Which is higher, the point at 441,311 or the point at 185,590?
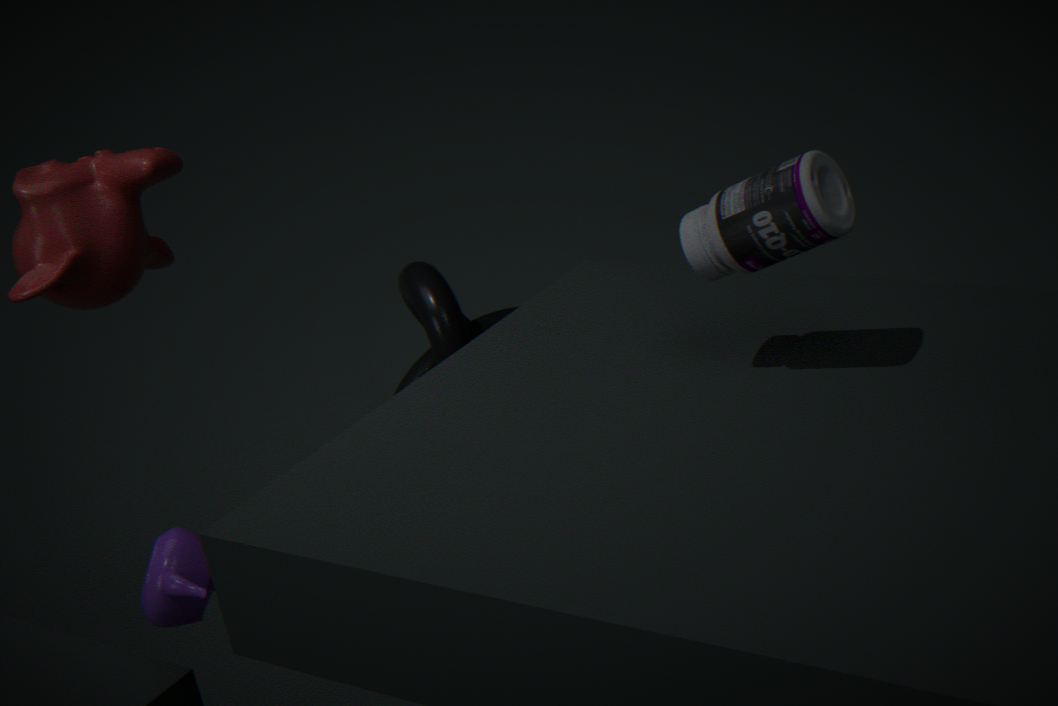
the point at 185,590
